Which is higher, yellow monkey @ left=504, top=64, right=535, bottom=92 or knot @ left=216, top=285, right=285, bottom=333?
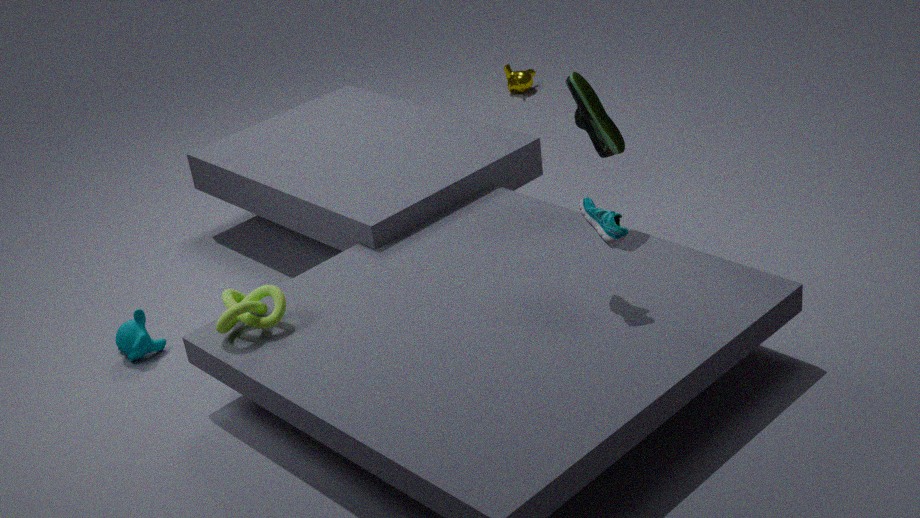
knot @ left=216, top=285, right=285, bottom=333
